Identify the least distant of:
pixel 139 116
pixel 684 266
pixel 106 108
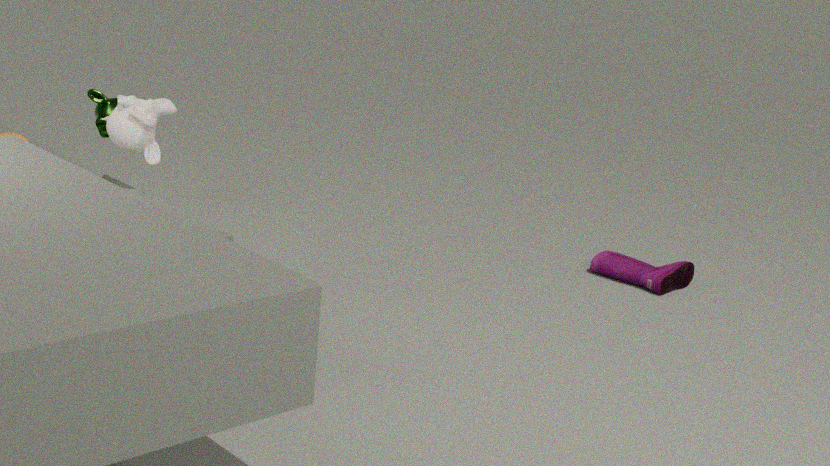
pixel 139 116
